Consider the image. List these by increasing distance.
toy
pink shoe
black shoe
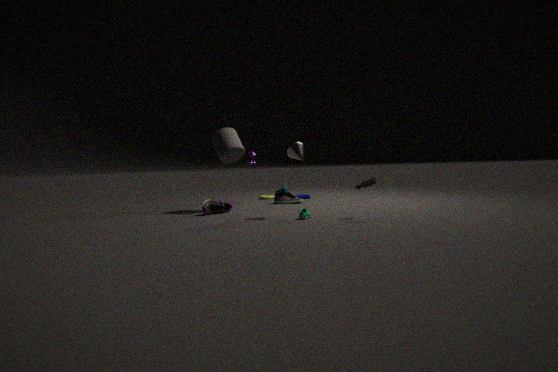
toy → pink shoe → black shoe
